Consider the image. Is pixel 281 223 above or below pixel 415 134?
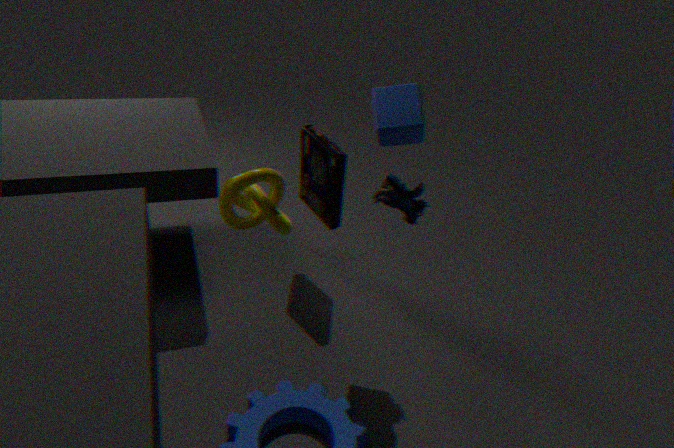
below
